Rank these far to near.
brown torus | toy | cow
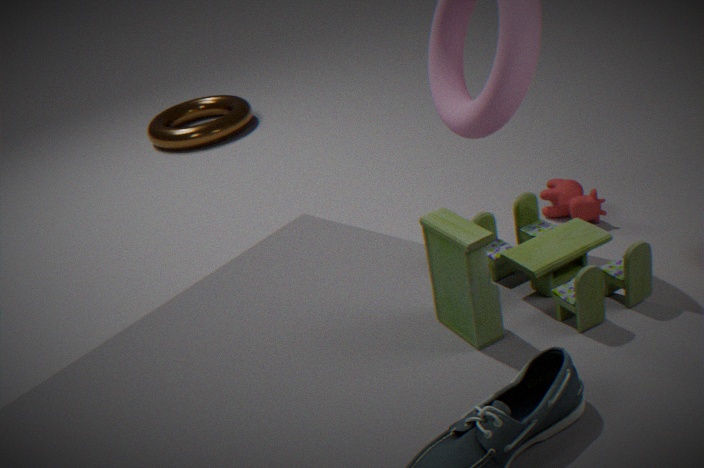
brown torus < cow < toy
